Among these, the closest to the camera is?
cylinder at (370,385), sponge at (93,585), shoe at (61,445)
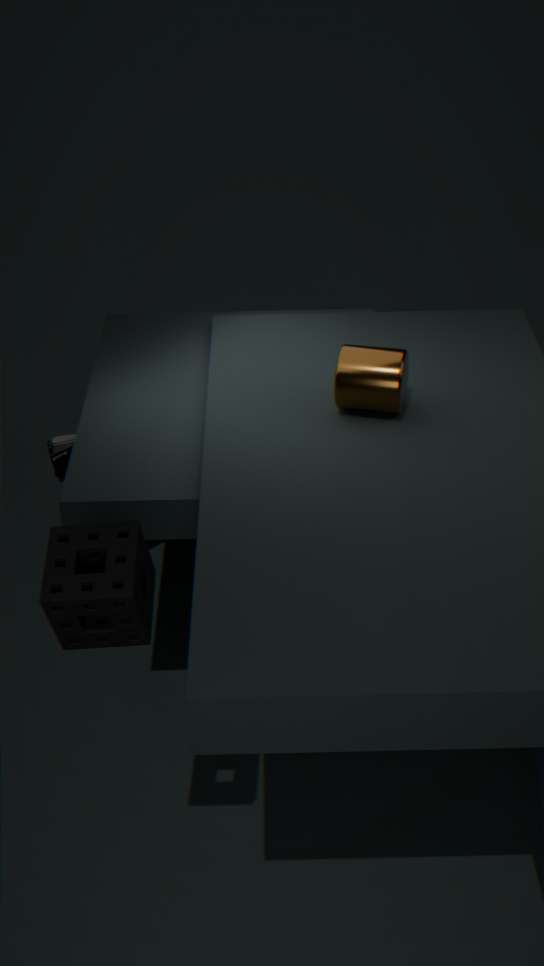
sponge at (93,585)
